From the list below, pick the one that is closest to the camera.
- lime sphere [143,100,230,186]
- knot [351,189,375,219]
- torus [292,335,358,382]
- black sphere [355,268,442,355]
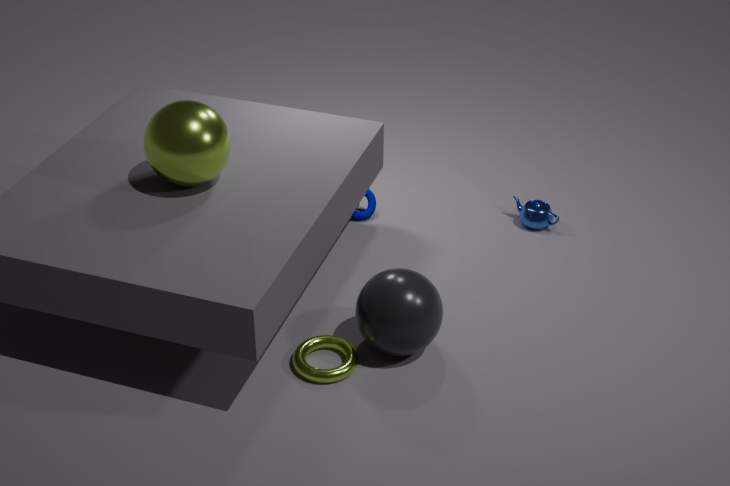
black sphere [355,268,442,355]
